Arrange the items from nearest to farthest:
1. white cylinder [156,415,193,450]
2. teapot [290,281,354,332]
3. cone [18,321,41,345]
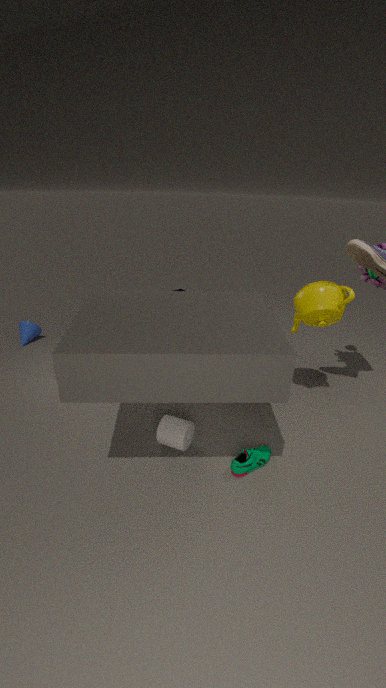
white cylinder [156,415,193,450] → teapot [290,281,354,332] → cone [18,321,41,345]
